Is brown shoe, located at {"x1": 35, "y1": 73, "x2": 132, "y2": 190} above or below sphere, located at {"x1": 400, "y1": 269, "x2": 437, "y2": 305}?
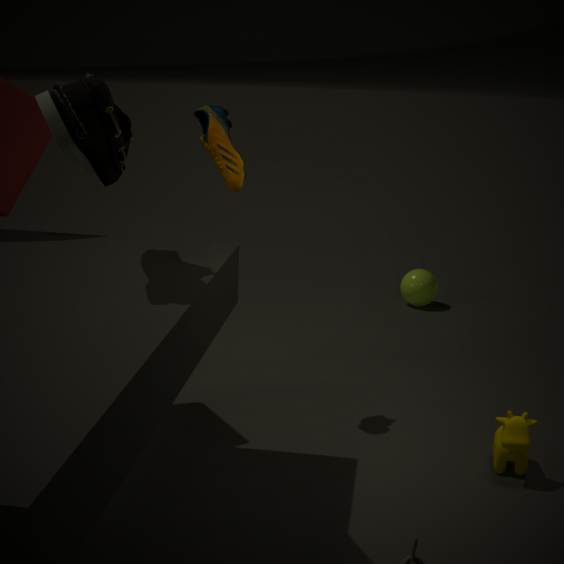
above
